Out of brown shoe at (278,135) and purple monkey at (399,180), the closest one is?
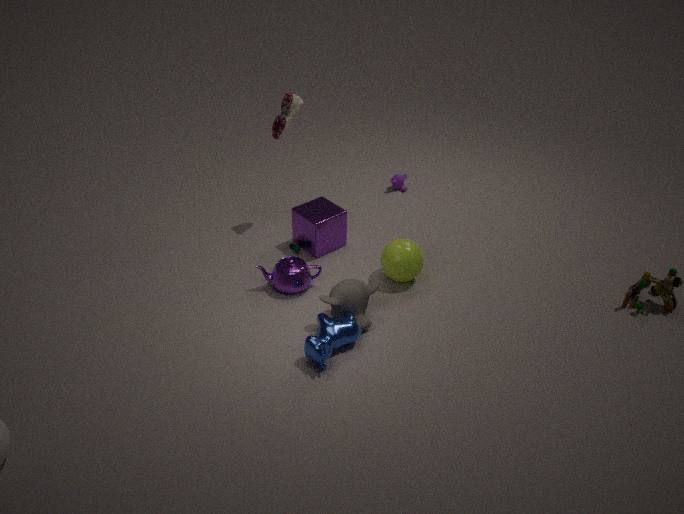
brown shoe at (278,135)
